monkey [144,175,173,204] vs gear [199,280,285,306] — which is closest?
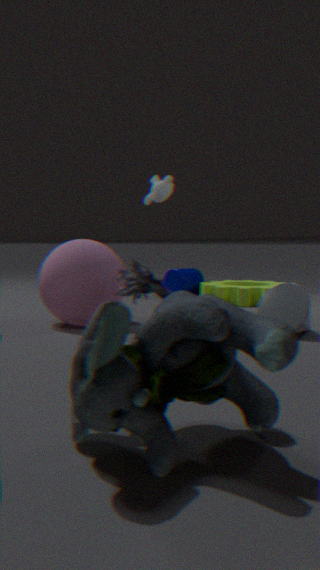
gear [199,280,285,306]
